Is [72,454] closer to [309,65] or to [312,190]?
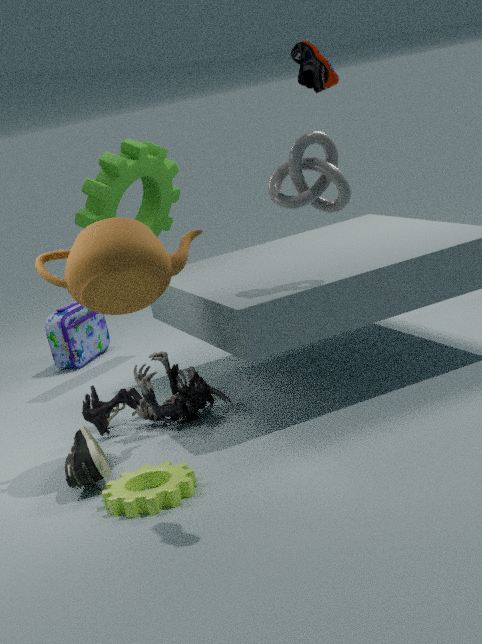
[312,190]
